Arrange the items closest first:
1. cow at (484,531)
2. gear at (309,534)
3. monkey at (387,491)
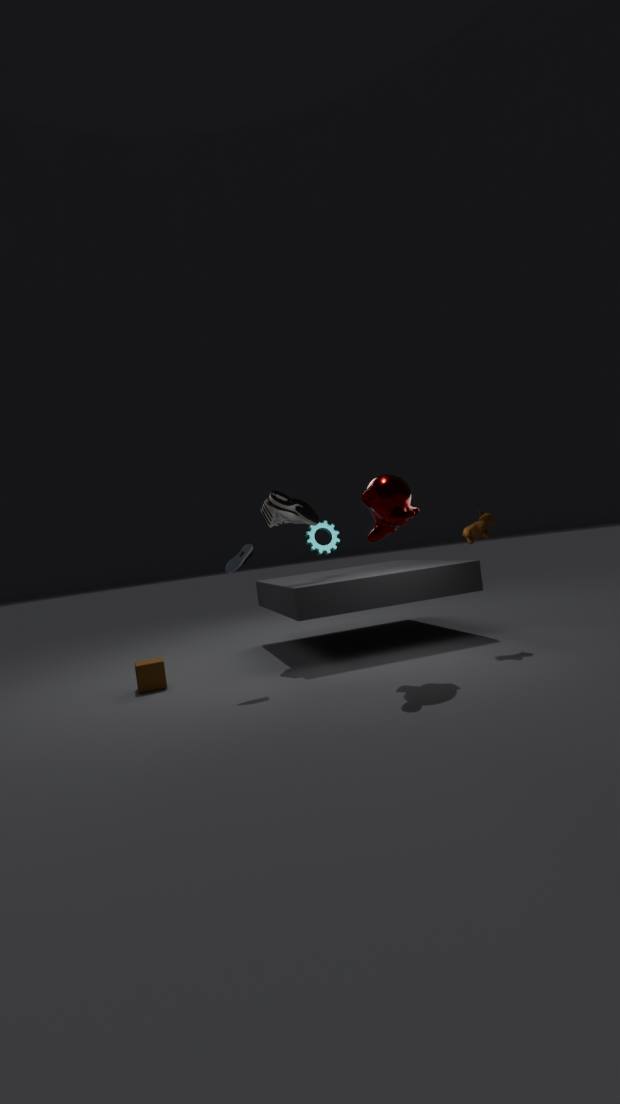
monkey at (387,491)
cow at (484,531)
gear at (309,534)
